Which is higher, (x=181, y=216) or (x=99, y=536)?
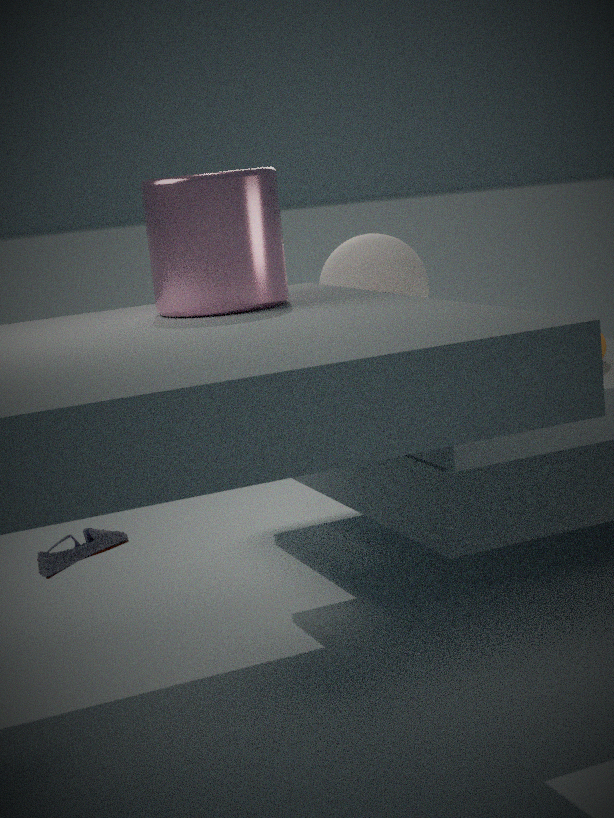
(x=181, y=216)
